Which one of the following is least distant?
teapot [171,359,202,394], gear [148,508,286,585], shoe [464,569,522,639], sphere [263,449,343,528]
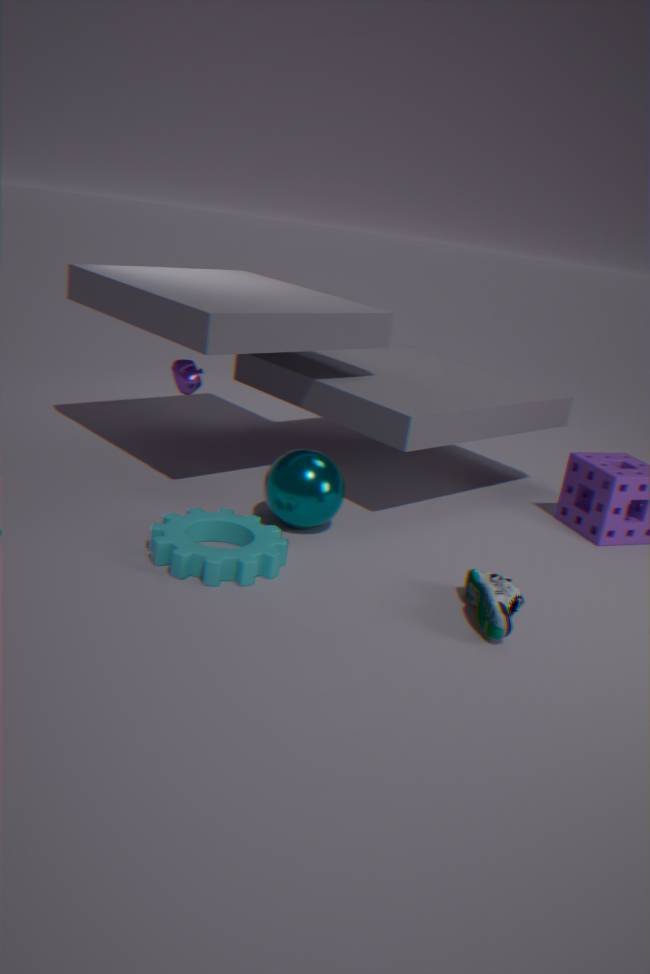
shoe [464,569,522,639]
